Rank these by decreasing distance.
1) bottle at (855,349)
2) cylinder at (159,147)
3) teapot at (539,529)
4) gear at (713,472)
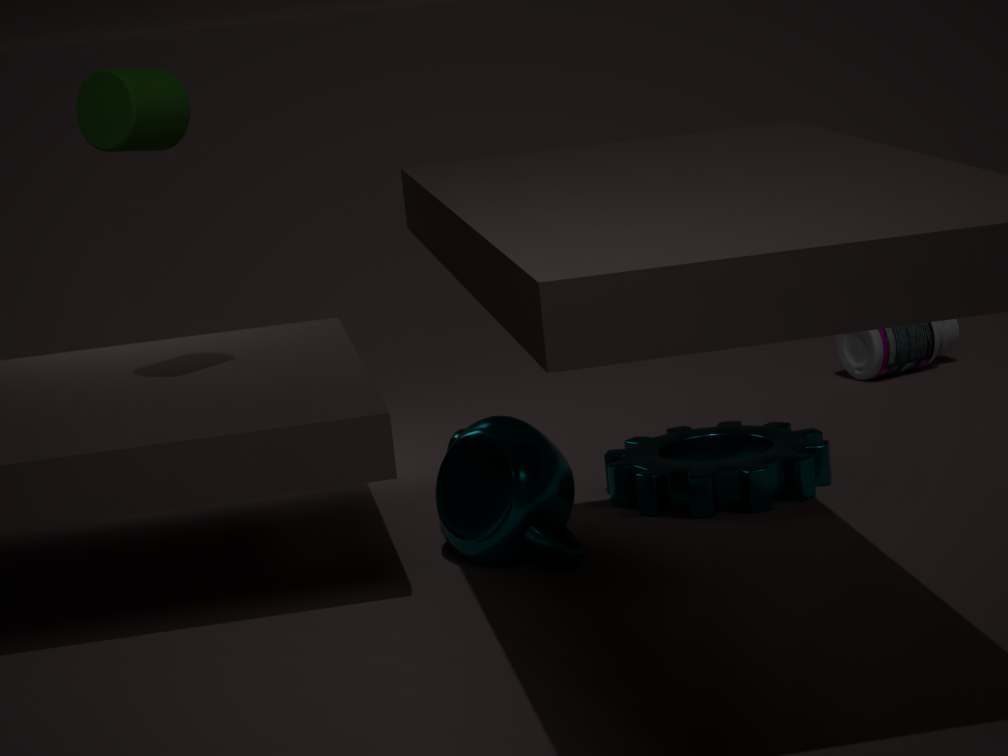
1. 1. bottle at (855,349)
2. 4. gear at (713,472)
3. 3. teapot at (539,529)
4. 2. cylinder at (159,147)
